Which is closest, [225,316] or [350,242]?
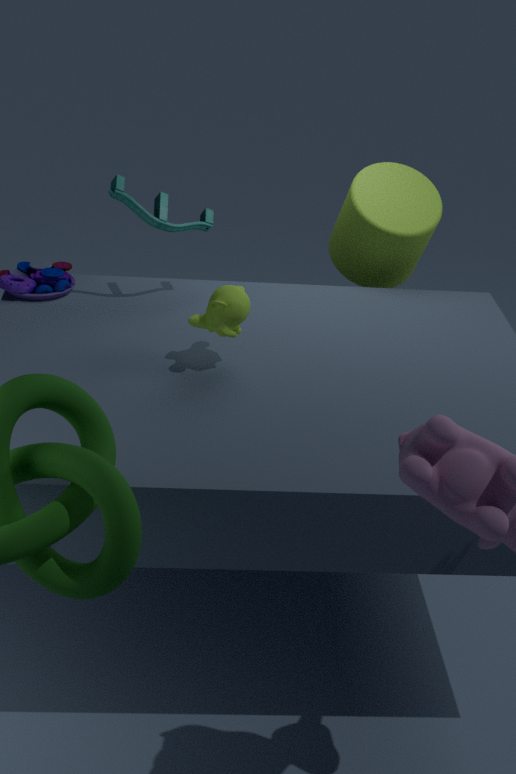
[225,316]
